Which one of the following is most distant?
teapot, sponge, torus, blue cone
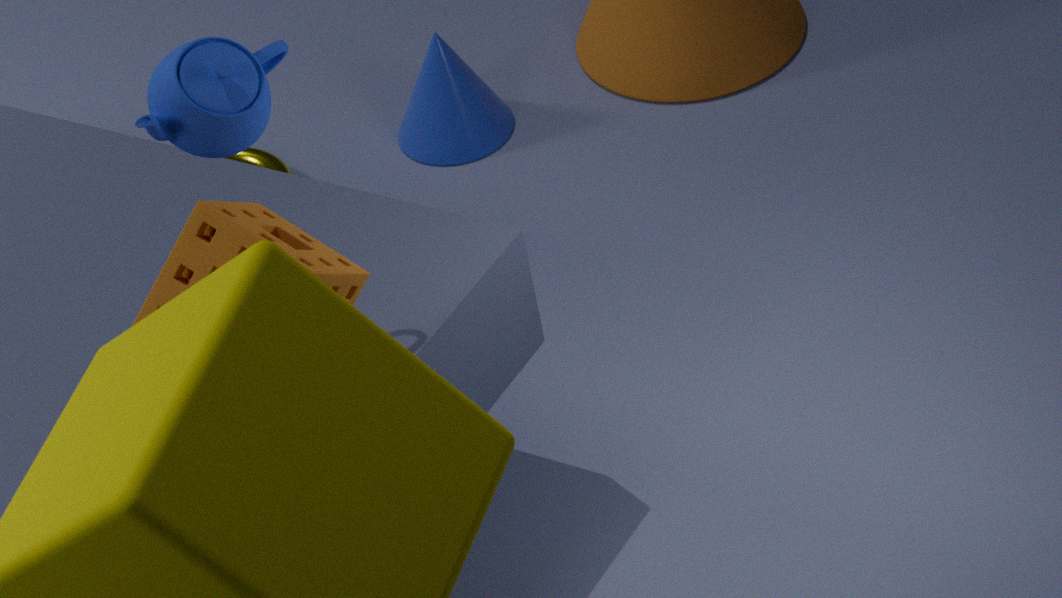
torus
